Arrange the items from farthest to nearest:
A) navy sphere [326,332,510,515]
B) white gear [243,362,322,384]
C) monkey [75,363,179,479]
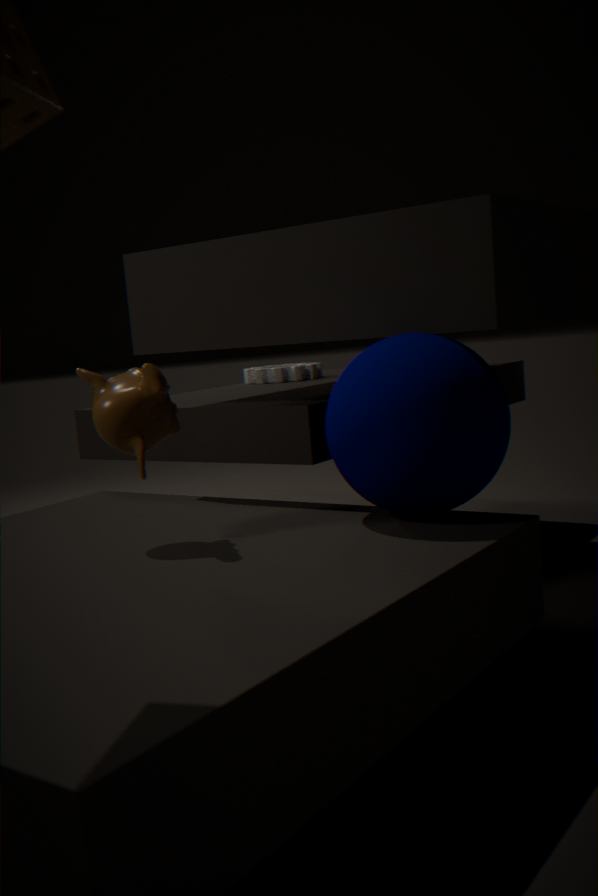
white gear [243,362,322,384]
monkey [75,363,179,479]
navy sphere [326,332,510,515]
